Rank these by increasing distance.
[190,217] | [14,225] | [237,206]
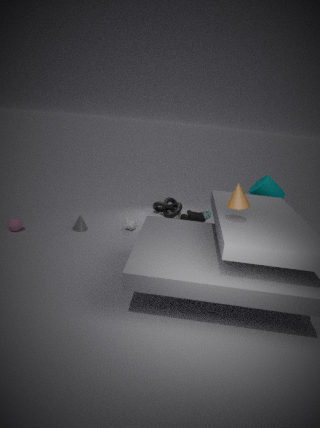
1. [237,206]
2. [14,225]
3. [190,217]
